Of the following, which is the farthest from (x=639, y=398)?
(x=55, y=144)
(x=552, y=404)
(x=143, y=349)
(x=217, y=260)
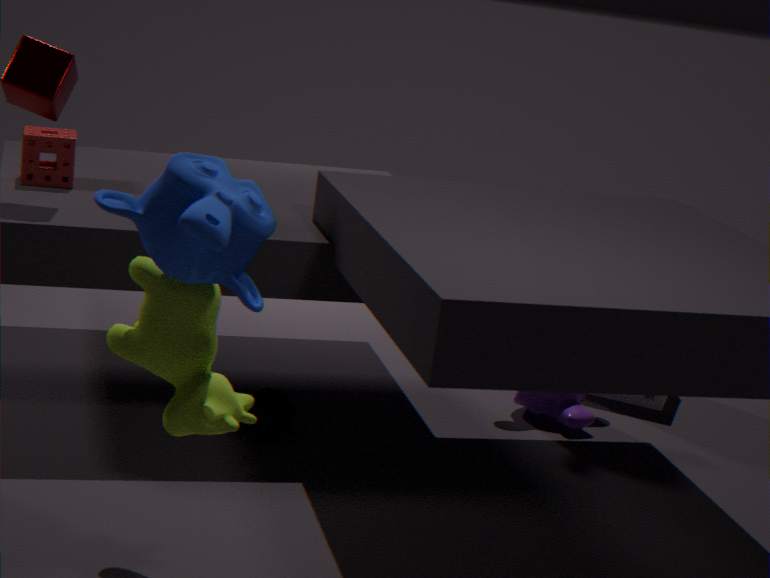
(x=217, y=260)
